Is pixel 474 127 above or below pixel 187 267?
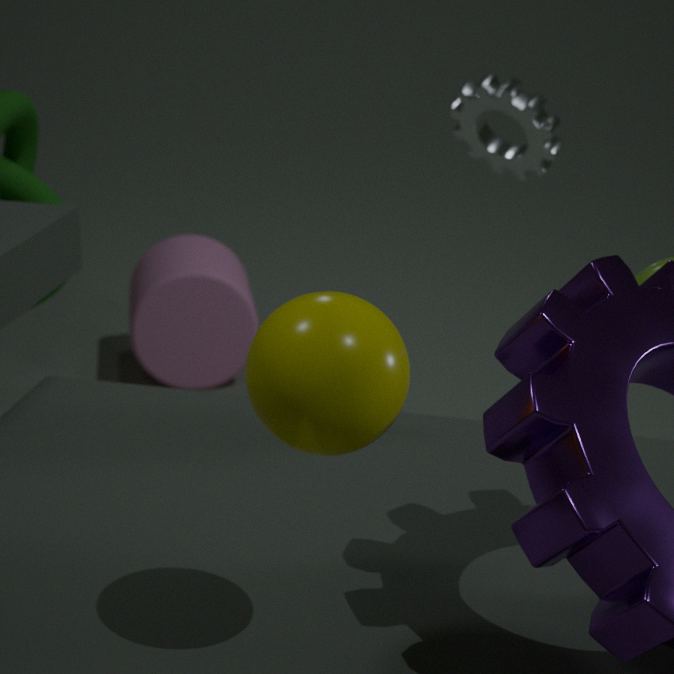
above
